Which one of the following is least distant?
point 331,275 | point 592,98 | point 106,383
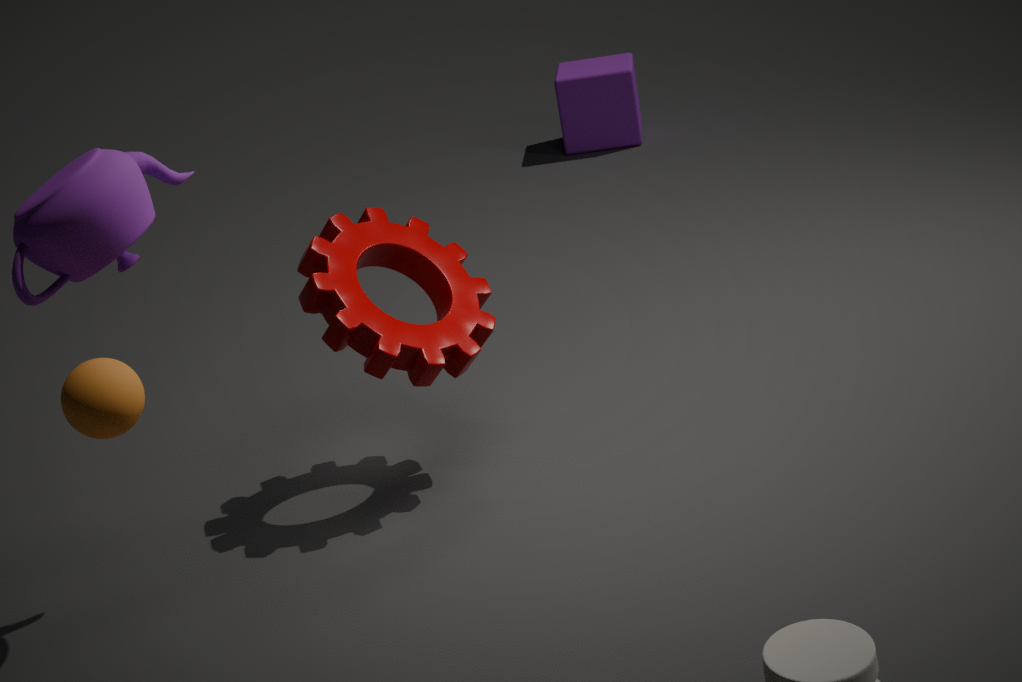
point 106,383
